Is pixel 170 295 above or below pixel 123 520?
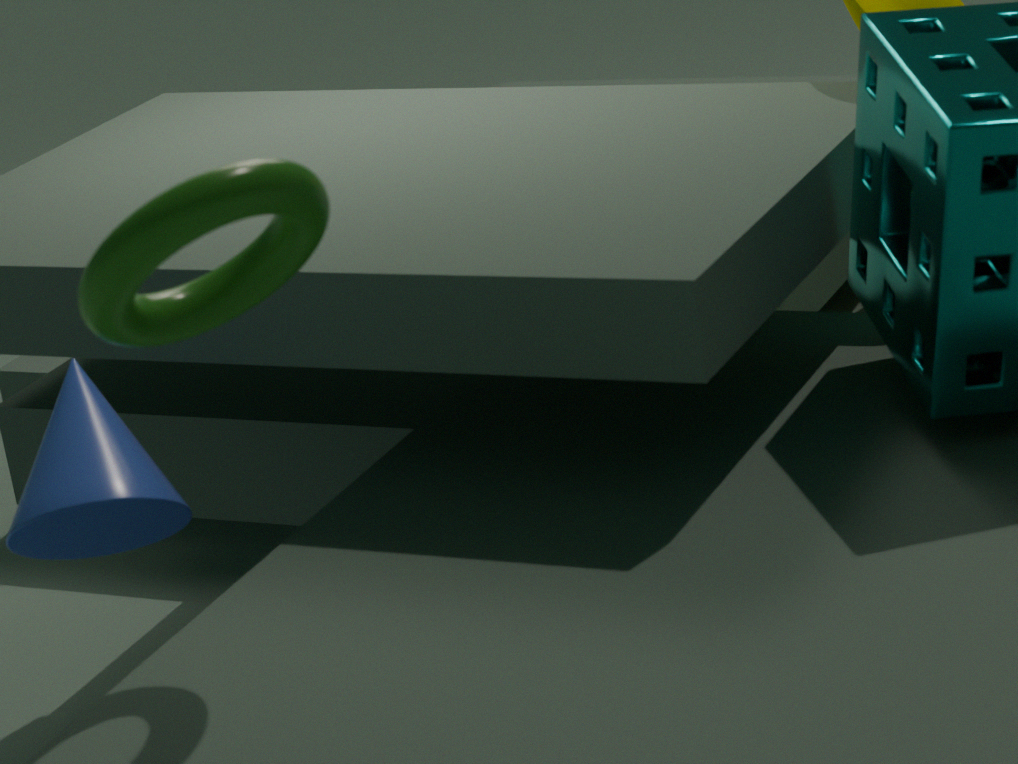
above
